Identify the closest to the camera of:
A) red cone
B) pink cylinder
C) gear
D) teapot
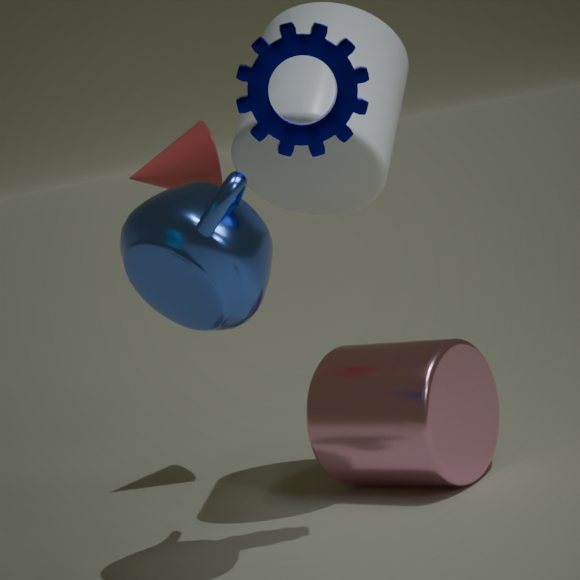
teapot
